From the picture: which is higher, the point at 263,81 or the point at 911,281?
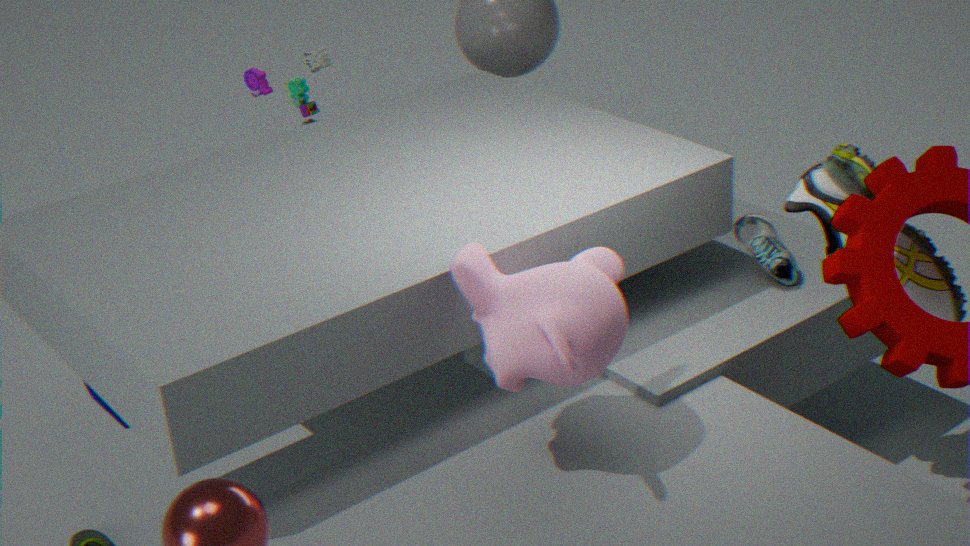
the point at 263,81
